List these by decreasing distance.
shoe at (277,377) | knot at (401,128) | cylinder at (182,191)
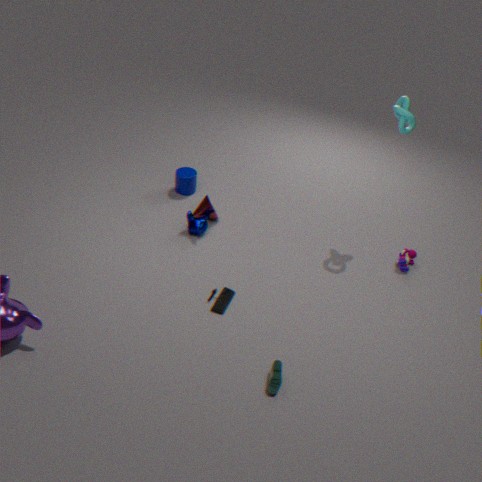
cylinder at (182,191) → knot at (401,128) → shoe at (277,377)
